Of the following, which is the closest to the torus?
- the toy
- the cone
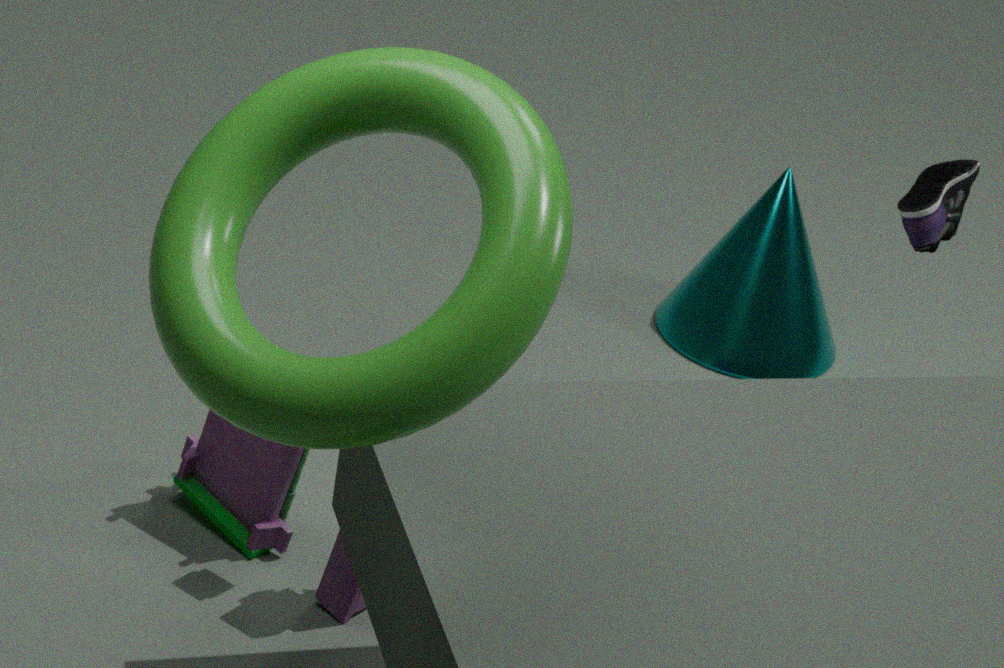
the toy
